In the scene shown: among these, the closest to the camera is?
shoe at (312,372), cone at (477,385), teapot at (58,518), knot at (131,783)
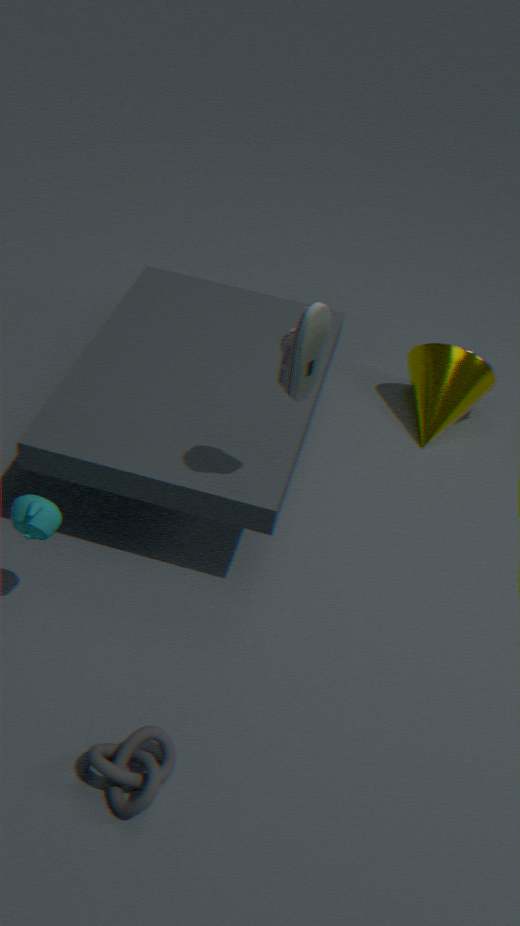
knot at (131,783)
